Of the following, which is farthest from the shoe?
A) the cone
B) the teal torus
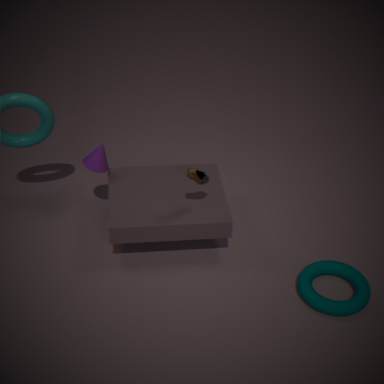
the teal torus
